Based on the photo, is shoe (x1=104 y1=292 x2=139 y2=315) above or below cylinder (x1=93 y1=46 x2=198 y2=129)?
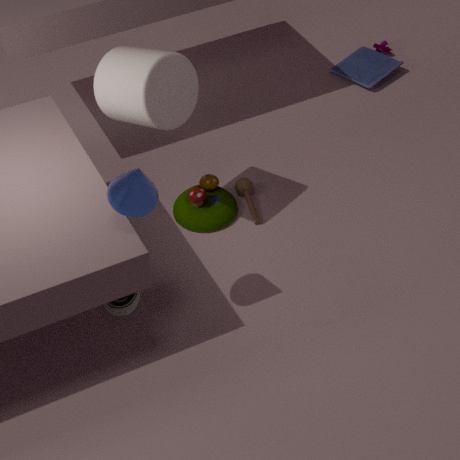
below
